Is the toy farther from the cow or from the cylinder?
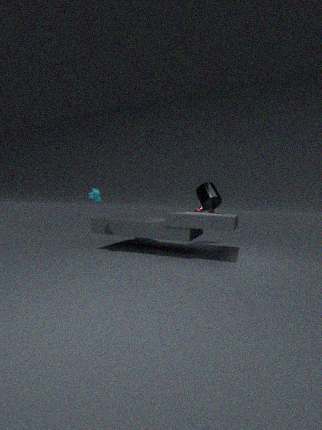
the cow
